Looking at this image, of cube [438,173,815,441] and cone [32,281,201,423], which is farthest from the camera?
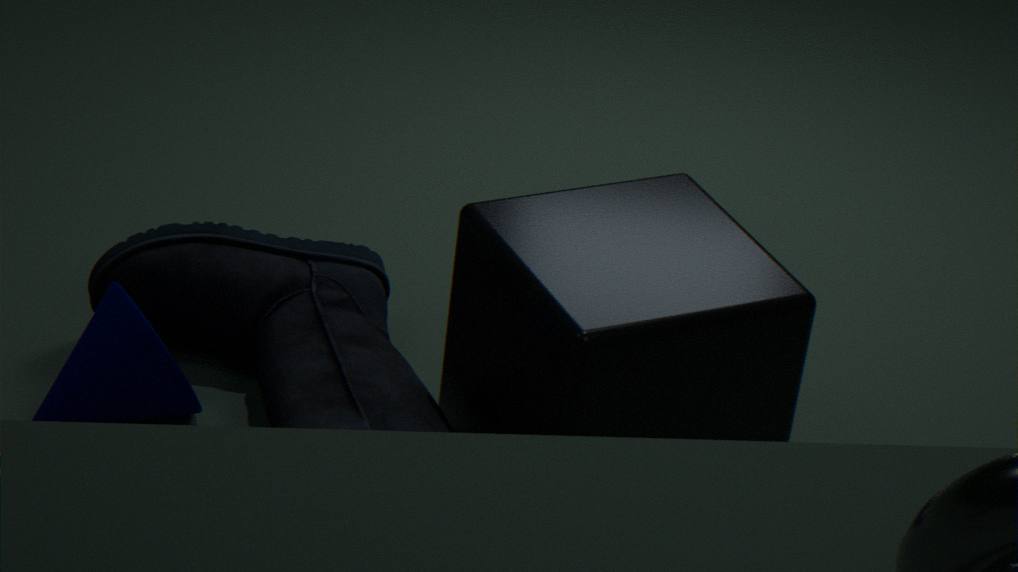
cone [32,281,201,423]
